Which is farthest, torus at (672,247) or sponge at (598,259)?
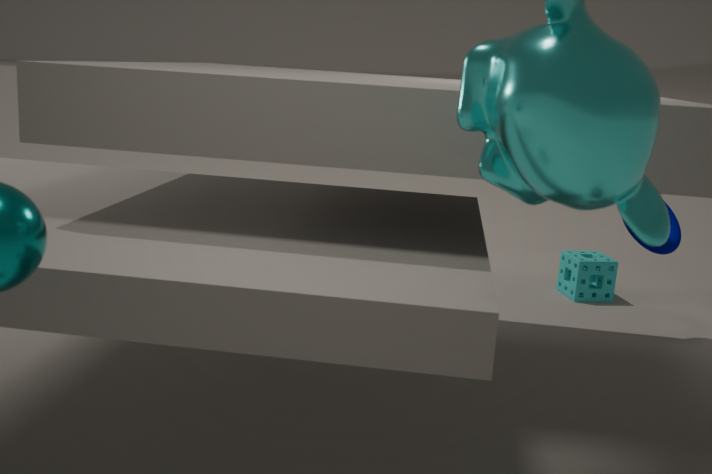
sponge at (598,259)
